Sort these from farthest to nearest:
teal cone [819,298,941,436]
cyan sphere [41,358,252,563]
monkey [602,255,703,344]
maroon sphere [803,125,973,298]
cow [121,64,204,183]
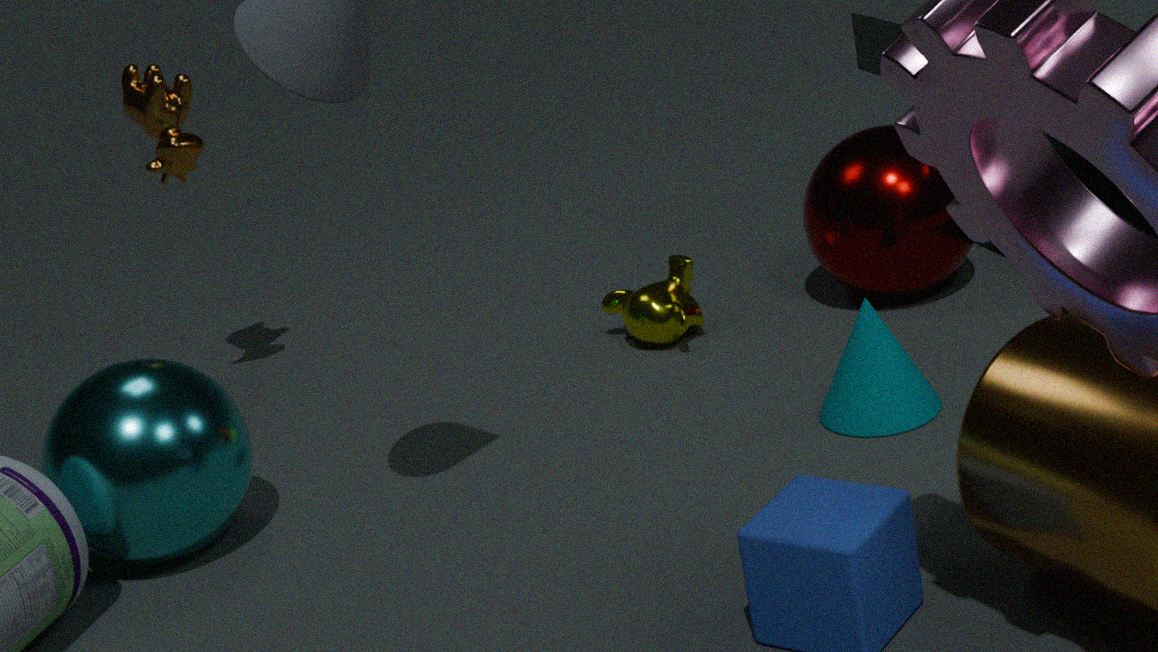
monkey [602,255,703,344], cow [121,64,204,183], maroon sphere [803,125,973,298], teal cone [819,298,941,436], cyan sphere [41,358,252,563]
